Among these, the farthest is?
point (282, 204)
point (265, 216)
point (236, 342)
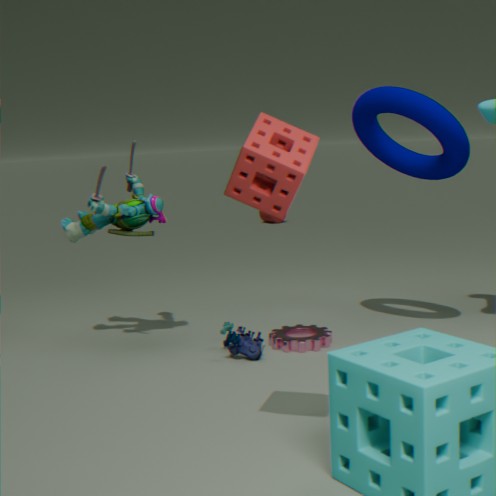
point (265, 216)
